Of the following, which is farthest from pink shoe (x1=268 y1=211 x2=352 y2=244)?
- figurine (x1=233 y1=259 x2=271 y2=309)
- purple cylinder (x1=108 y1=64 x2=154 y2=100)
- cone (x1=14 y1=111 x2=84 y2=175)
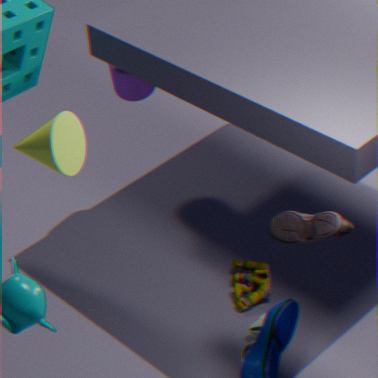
purple cylinder (x1=108 y1=64 x2=154 y2=100)
